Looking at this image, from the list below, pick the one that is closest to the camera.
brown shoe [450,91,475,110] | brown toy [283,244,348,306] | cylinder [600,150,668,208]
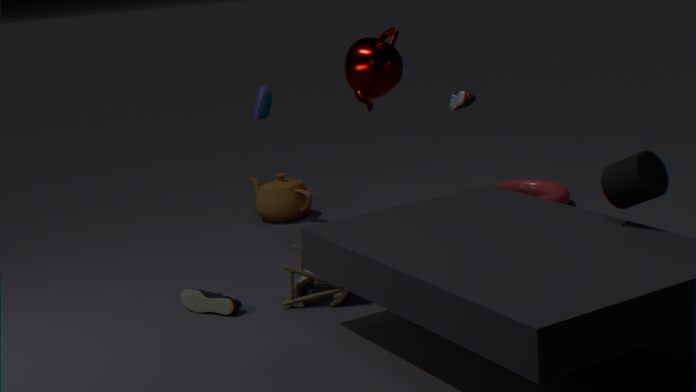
cylinder [600,150,668,208]
